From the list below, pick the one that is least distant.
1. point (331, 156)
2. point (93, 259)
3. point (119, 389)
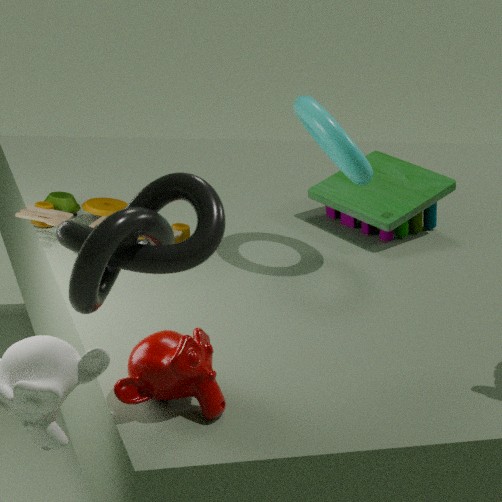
point (93, 259)
